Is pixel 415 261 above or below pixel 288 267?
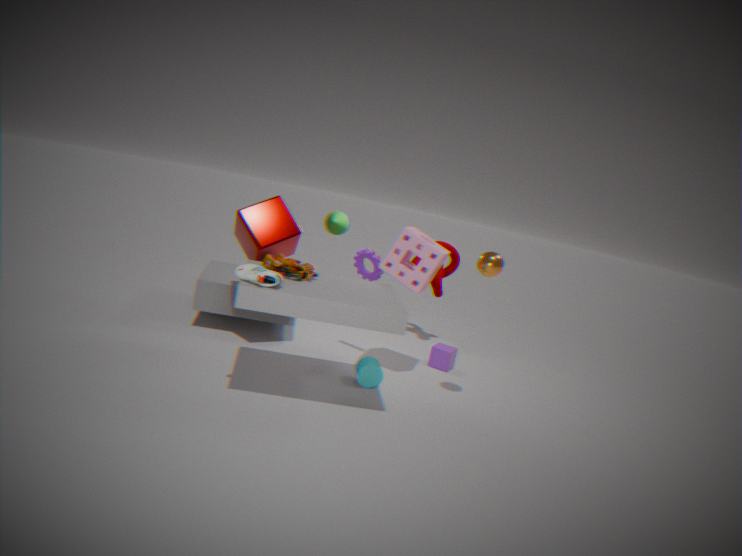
below
